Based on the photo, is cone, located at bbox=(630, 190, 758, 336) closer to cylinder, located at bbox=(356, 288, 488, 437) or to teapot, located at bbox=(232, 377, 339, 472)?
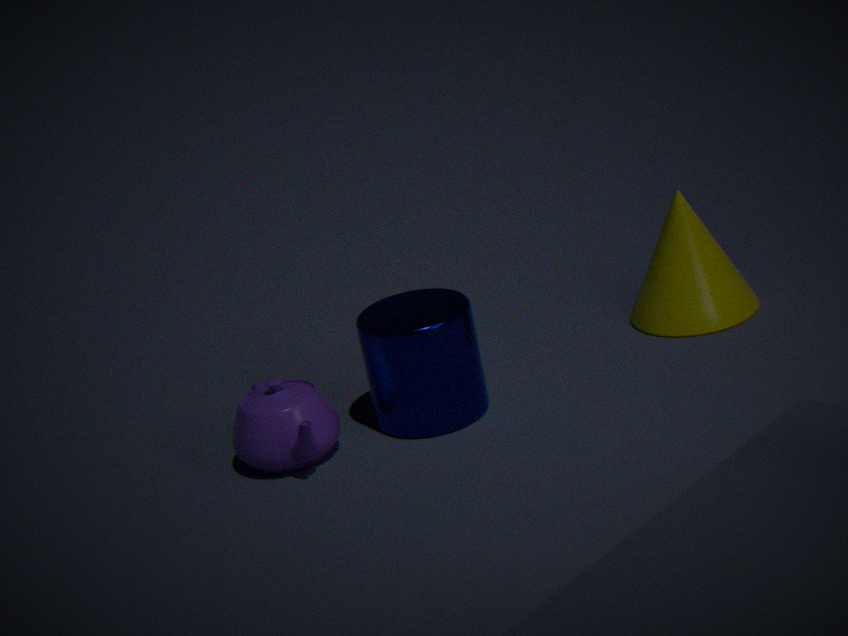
cylinder, located at bbox=(356, 288, 488, 437)
